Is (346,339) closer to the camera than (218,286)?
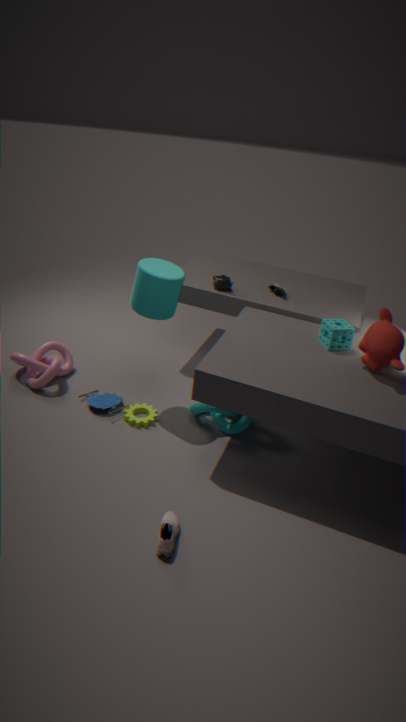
Yes
